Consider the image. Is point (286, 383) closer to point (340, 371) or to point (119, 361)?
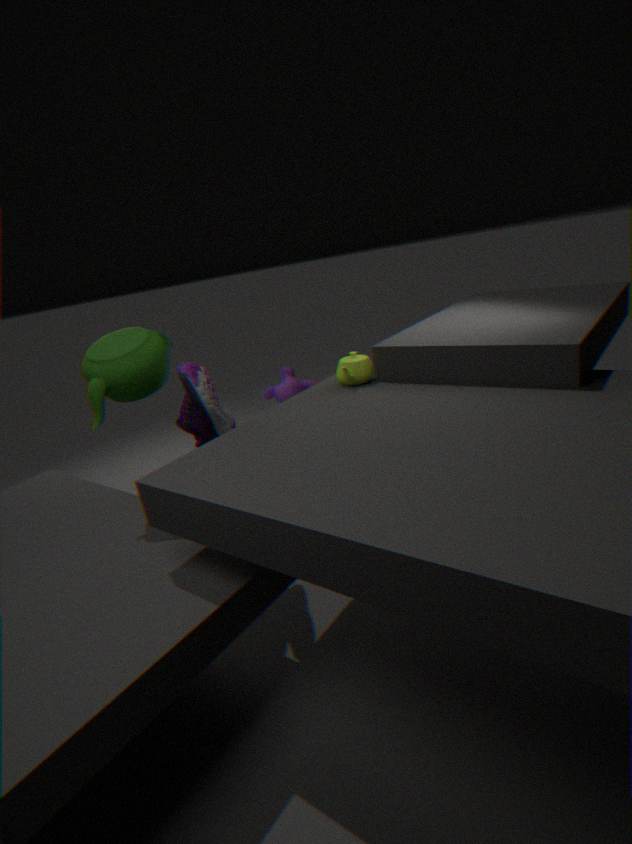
point (340, 371)
